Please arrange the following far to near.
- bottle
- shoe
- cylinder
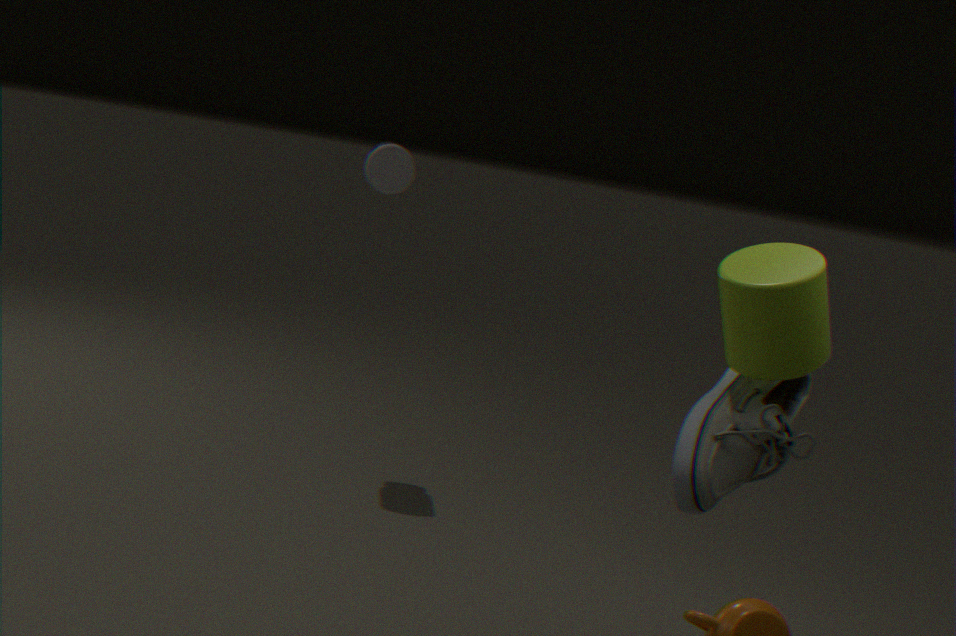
bottle → cylinder → shoe
